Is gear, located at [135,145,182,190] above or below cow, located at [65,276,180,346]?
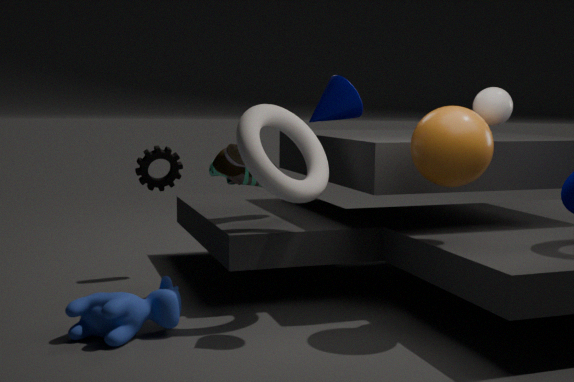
above
